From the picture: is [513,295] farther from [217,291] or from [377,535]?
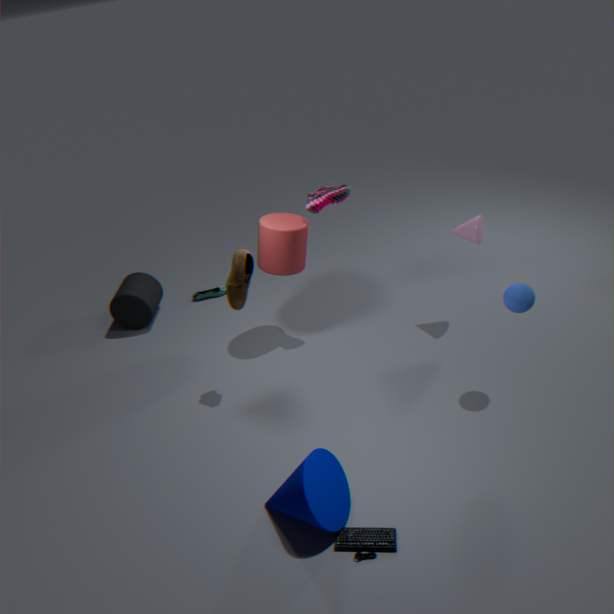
[217,291]
